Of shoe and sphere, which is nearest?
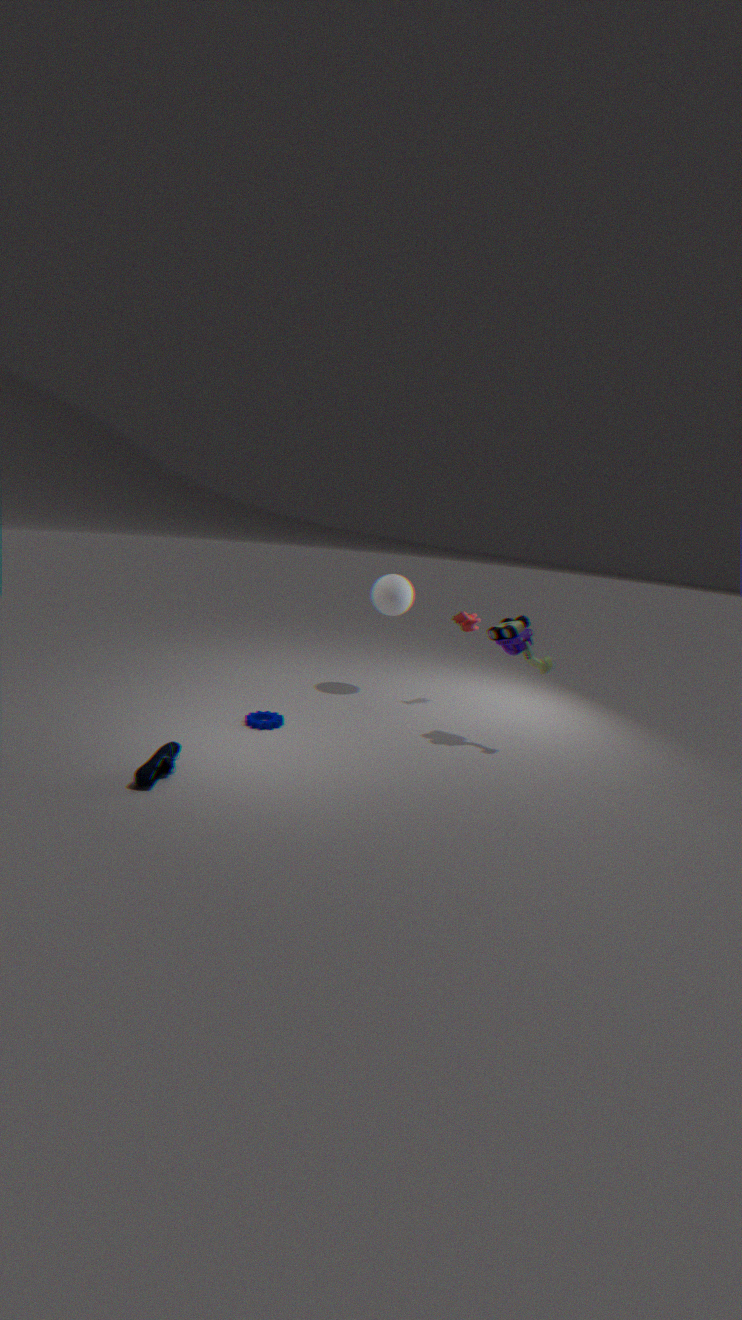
shoe
